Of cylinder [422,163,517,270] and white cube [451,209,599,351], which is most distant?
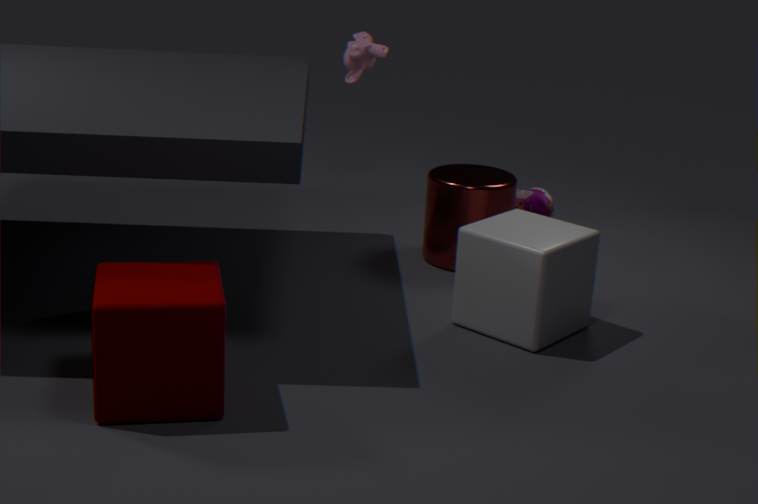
cylinder [422,163,517,270]
